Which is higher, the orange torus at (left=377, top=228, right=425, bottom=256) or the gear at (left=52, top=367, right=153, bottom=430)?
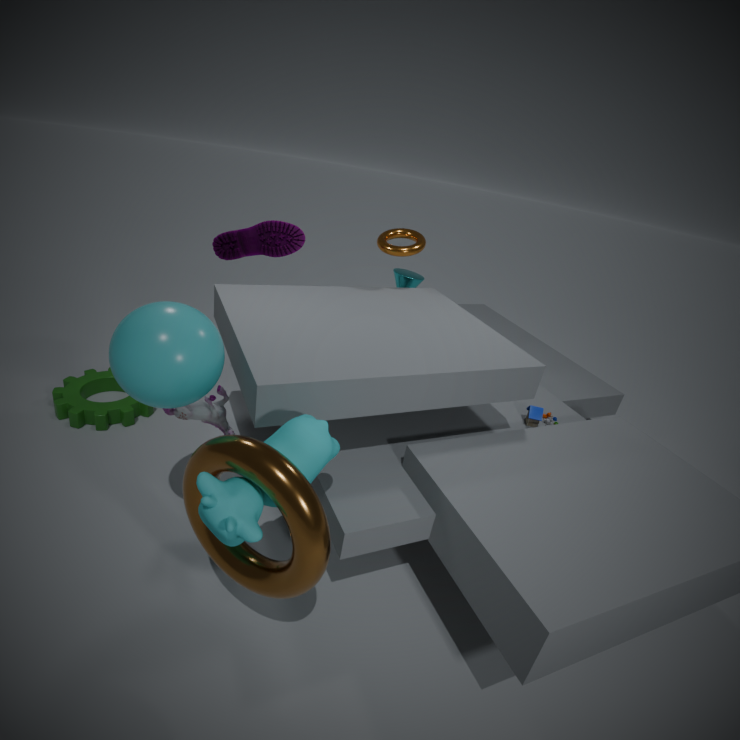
the orange torus at (left=377, top=228, right=425, bottom=256)
